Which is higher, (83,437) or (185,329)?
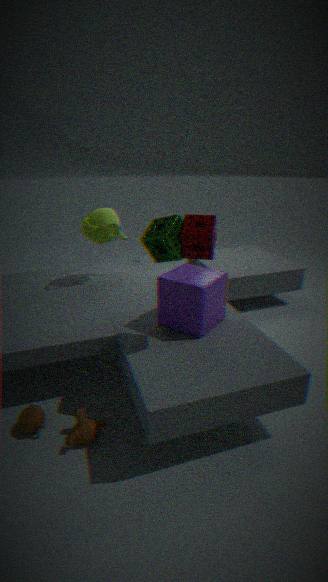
(185,329)
